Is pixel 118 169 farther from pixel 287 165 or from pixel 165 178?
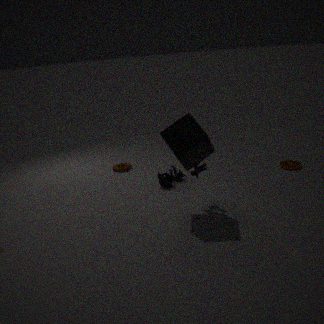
pixel 287 165
